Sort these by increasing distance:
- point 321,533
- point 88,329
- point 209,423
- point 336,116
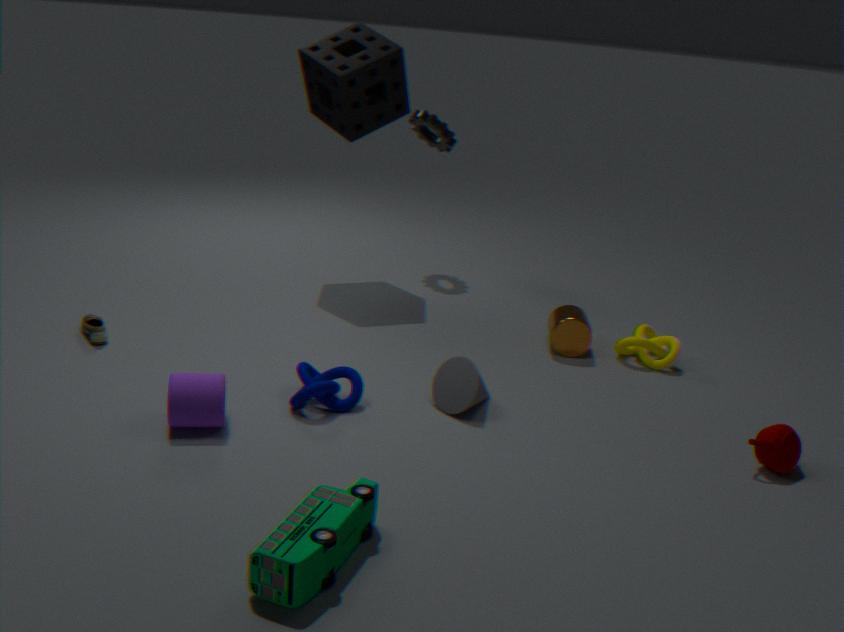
point 321,533 < point 209,423 < point 88,329 < point 336,116
